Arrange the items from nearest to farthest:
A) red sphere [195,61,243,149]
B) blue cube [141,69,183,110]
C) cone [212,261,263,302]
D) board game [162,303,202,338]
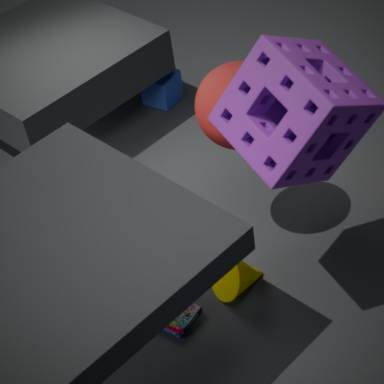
red sphere [195,61,243,149] → board game [162,303,202,338] → cone [212,261,263,302] → blue cube [141,69,183,110]
